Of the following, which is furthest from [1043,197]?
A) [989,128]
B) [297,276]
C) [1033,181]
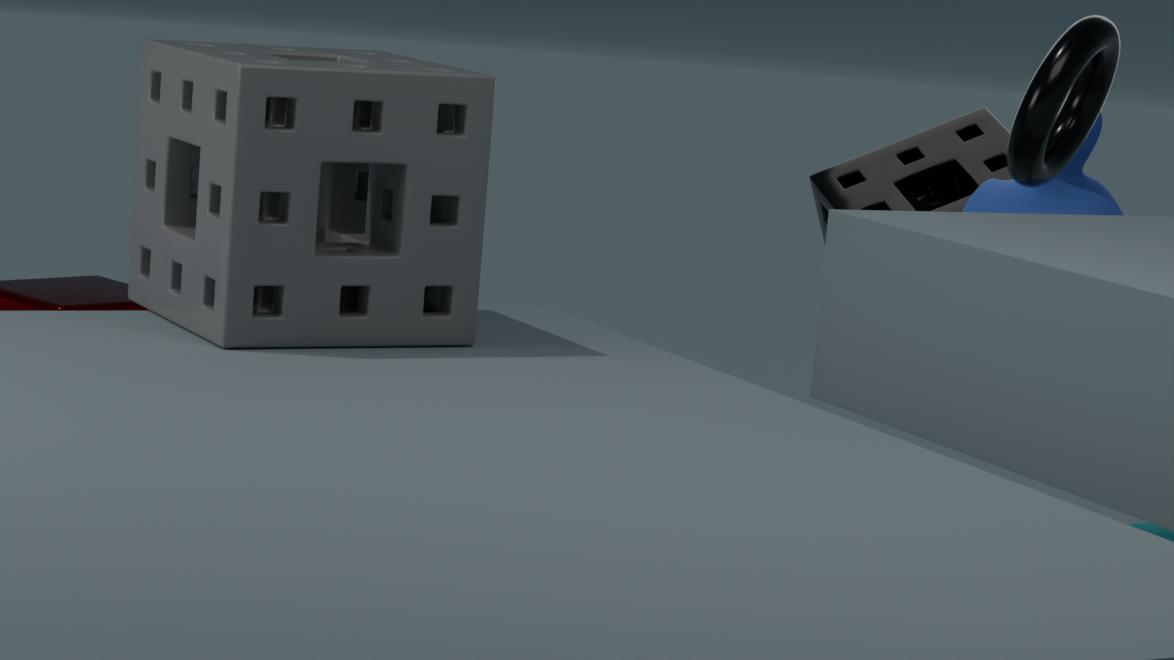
[297,276]
